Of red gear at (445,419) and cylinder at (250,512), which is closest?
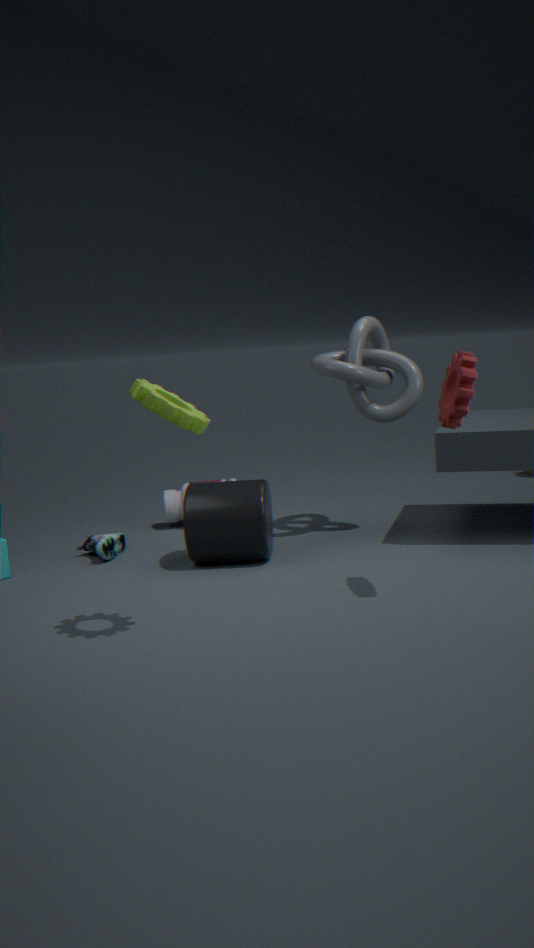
red gear at (445,419)
